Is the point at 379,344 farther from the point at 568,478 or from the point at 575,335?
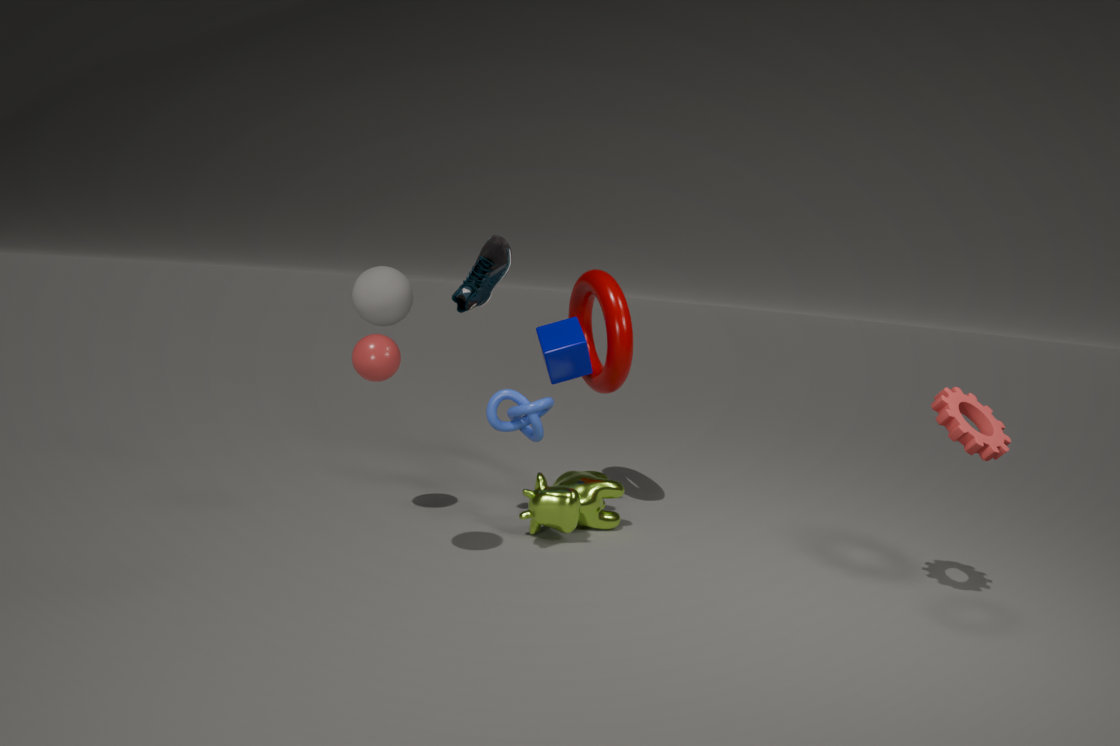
the point at 568,478
